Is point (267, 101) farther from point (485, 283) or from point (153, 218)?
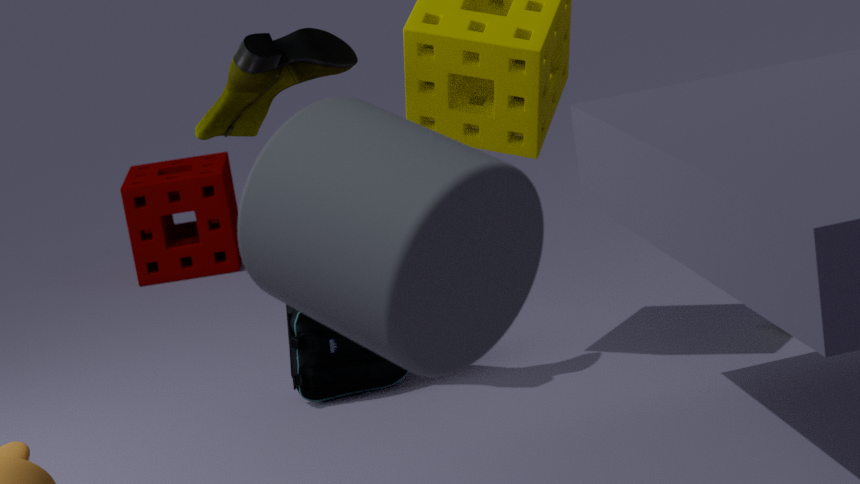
point (153, 218)
